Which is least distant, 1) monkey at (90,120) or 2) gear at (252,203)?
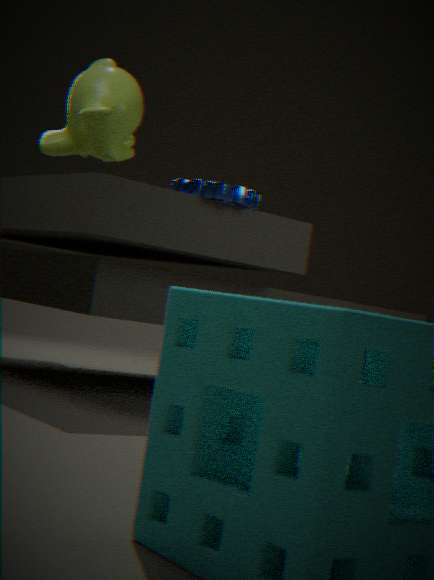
Result: 2. gear at (252,203)
